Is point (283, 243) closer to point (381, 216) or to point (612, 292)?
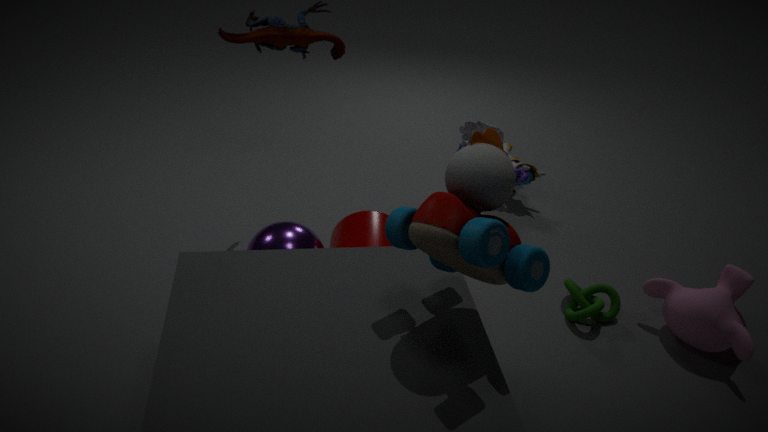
point (381, 216)
